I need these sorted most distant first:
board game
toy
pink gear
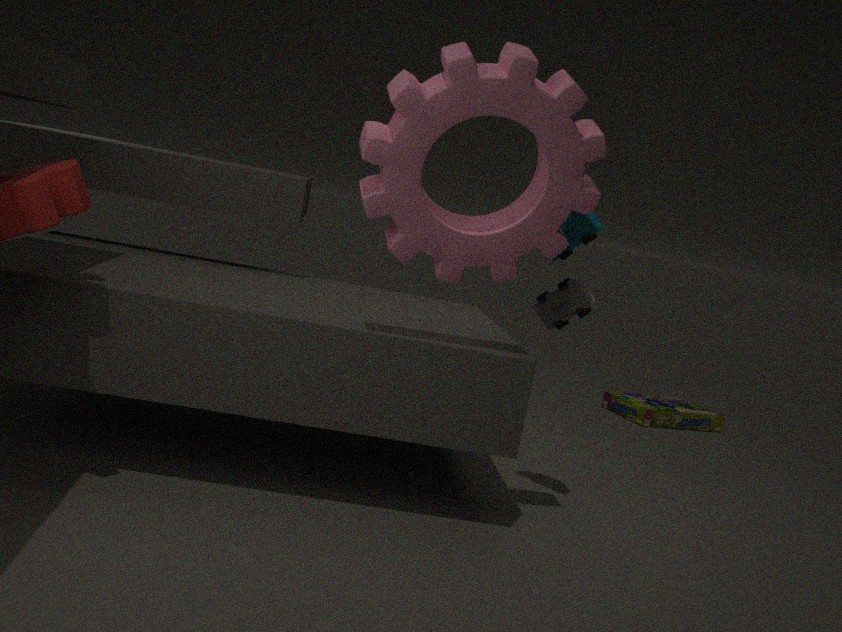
board game
toy
pink gear
